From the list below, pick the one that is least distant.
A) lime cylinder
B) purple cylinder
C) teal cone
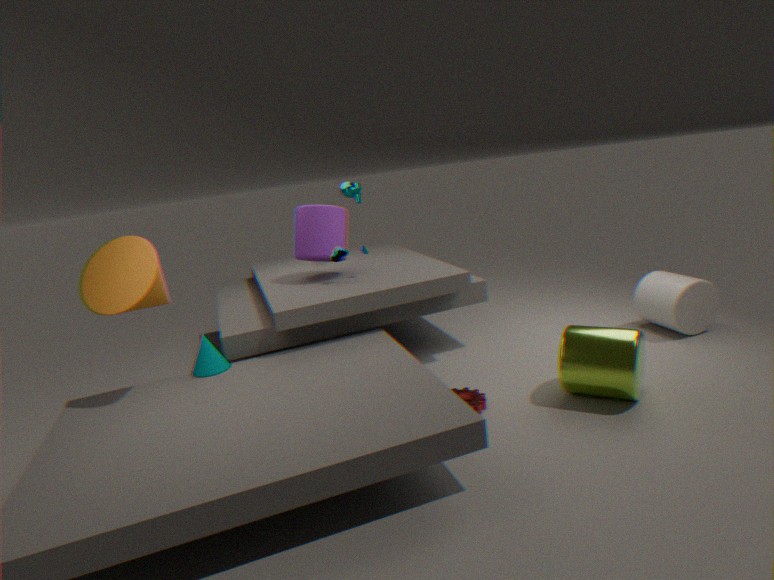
lime cylinder
